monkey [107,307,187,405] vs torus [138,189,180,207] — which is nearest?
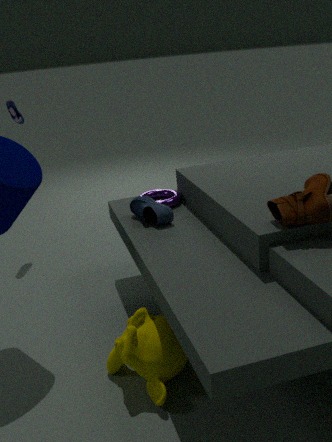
monkey [107,307,187,405]
